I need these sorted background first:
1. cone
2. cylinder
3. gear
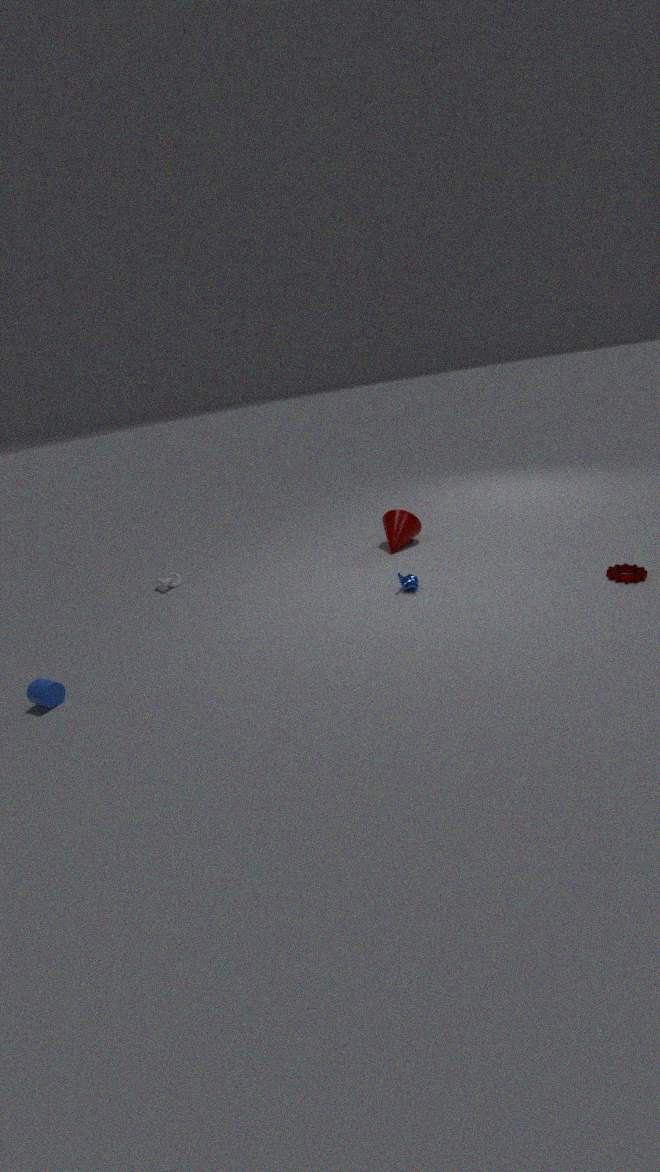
→ 1. cone
2. gear
3. cylinder
